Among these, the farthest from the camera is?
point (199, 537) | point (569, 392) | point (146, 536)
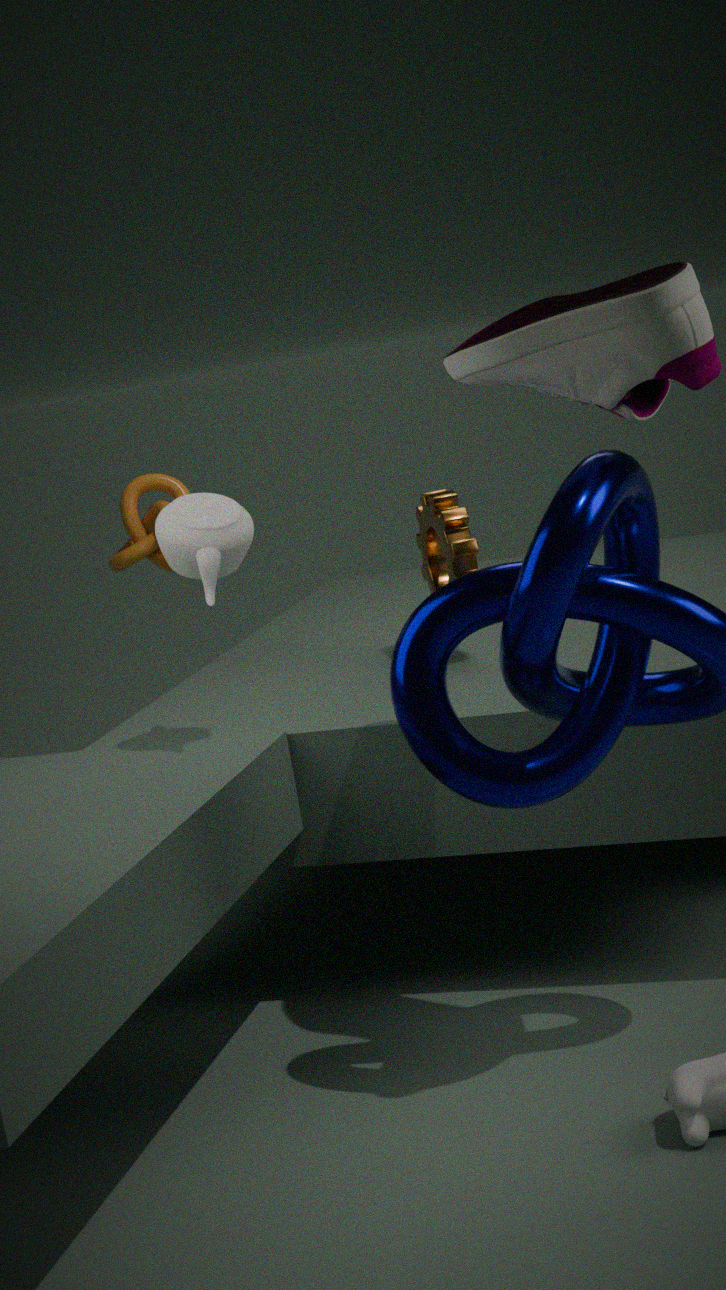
point (146, 536)
